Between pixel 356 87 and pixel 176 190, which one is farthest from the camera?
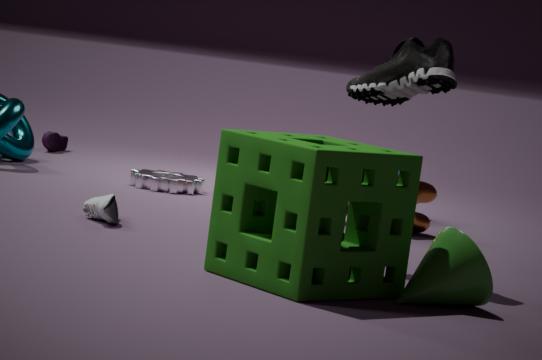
pixel 176 190
